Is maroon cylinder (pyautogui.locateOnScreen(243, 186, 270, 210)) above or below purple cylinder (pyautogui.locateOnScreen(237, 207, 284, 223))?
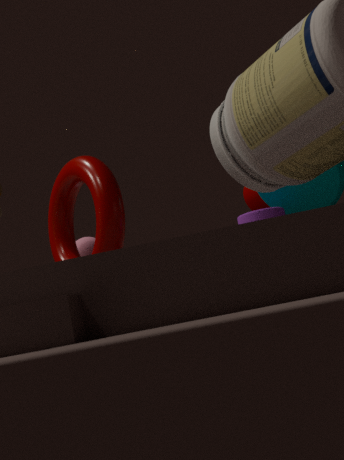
above
